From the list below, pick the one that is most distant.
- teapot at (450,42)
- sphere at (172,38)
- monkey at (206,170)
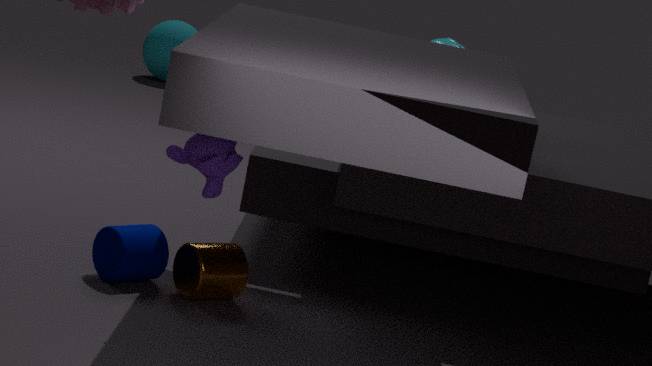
sphere at (172,38)
